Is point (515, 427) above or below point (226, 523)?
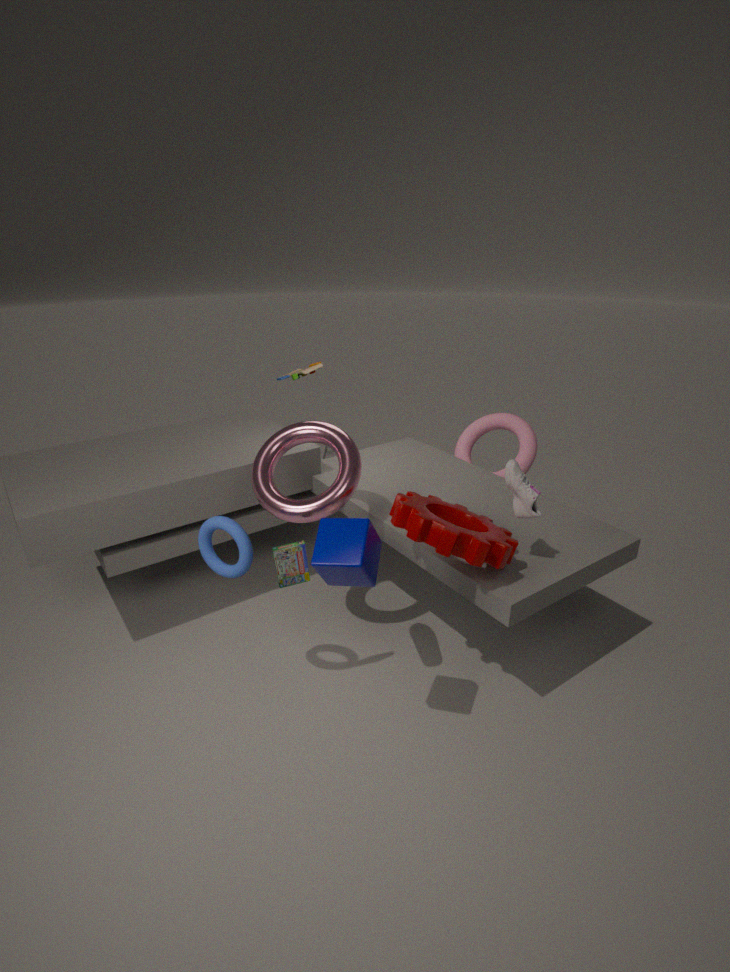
below
